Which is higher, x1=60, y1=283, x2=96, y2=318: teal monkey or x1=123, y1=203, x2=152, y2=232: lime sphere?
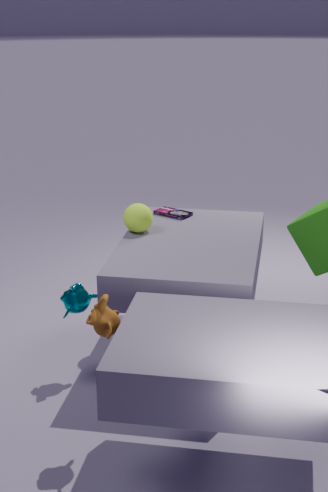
x1=123, y1=203, x2=152, y2=232: lime sphere
